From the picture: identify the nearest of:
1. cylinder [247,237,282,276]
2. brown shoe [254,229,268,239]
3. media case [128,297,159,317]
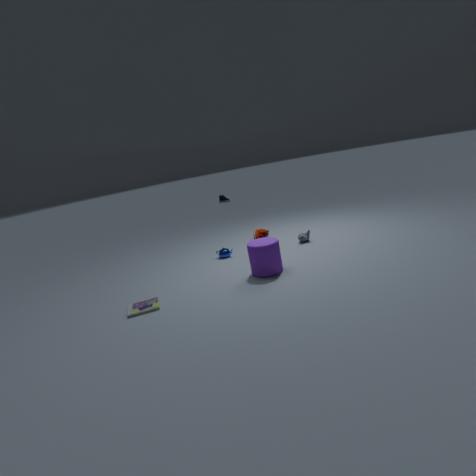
media case [128,297,159,317]
